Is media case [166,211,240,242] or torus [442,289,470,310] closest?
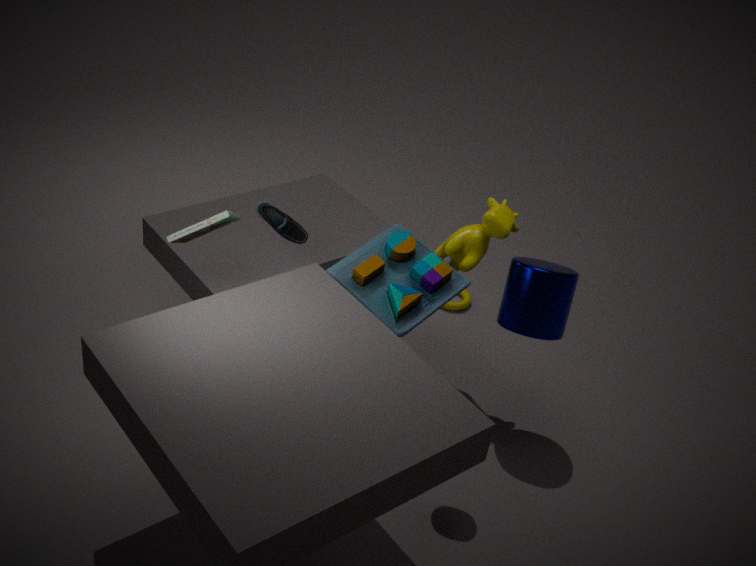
media case [166,211,240,242]
